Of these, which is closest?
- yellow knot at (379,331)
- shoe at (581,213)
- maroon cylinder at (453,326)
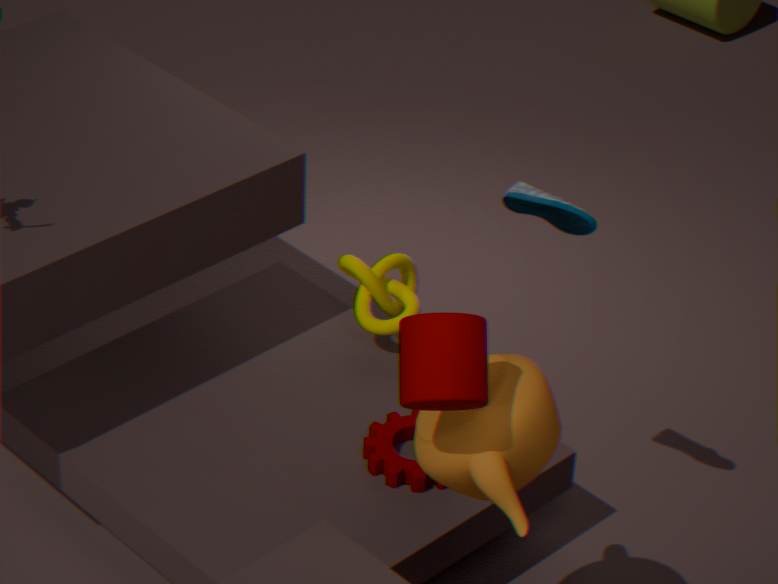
maroon cylinder at (453,326)
